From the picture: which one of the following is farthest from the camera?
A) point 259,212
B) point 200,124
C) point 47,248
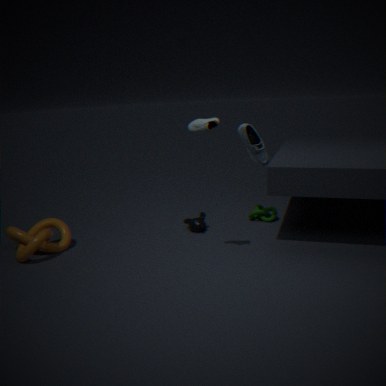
point 259,212
